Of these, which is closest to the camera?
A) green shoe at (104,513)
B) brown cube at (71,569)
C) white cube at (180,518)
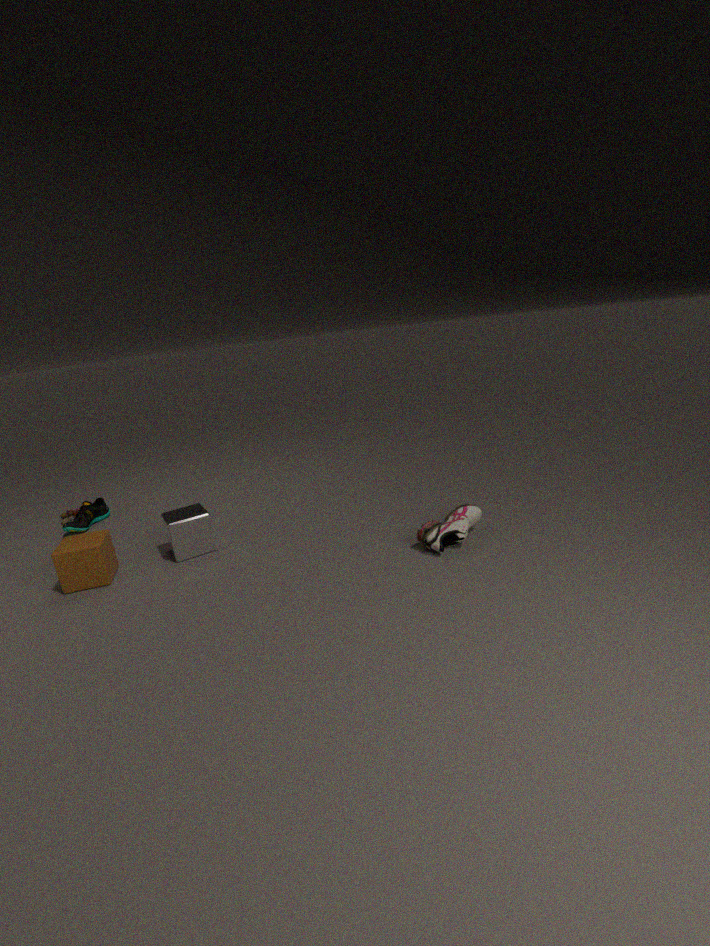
brown cube at (71,569)
